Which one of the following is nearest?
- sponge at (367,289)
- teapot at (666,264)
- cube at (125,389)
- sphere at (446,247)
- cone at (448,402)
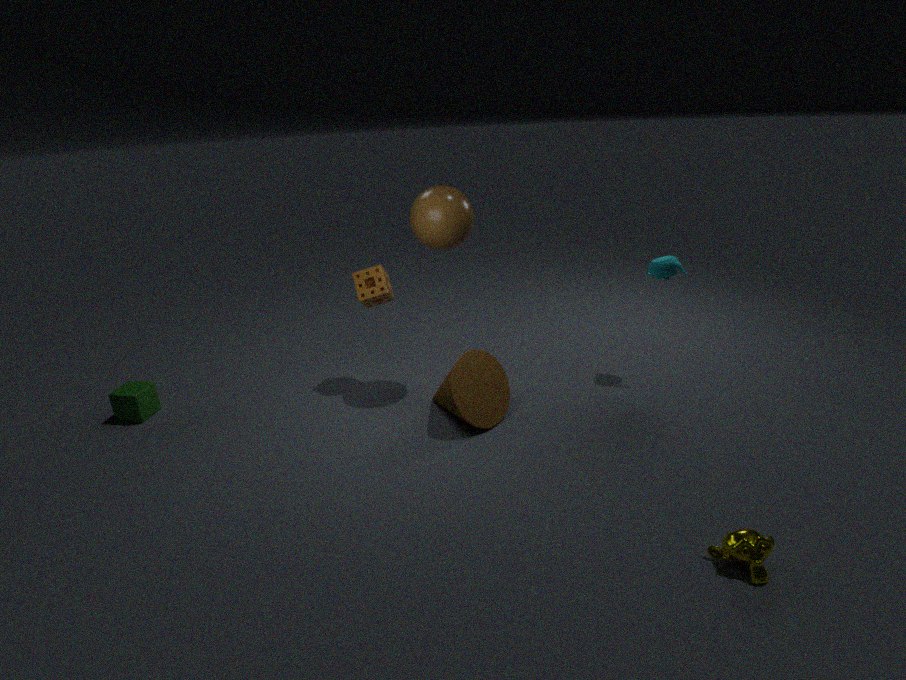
cone at (448,402)
